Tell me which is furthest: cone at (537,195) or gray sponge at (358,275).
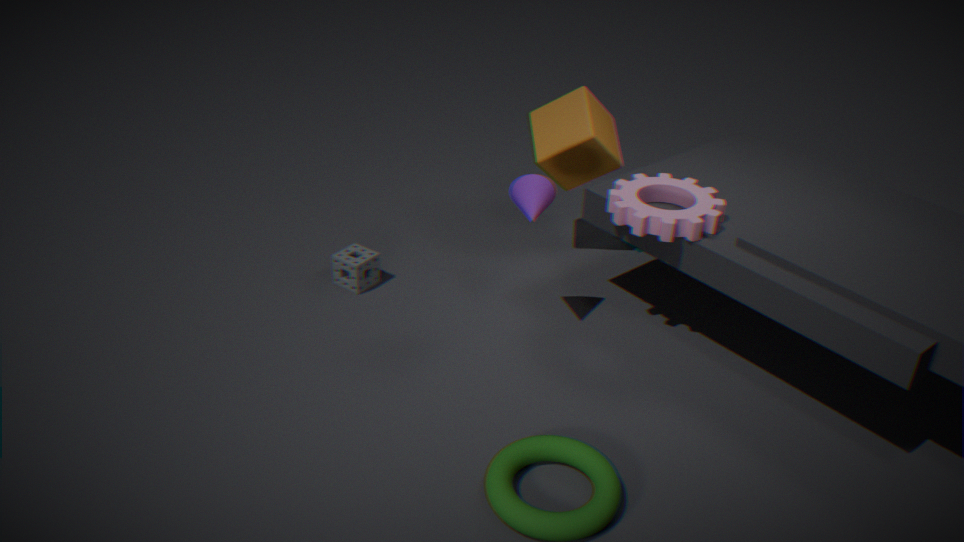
gray sponge at (358,275)
